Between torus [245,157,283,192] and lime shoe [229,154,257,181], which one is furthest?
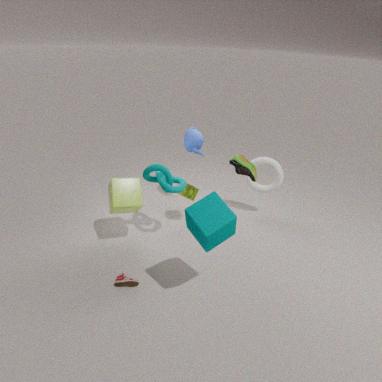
torus [245,157,283,192]
